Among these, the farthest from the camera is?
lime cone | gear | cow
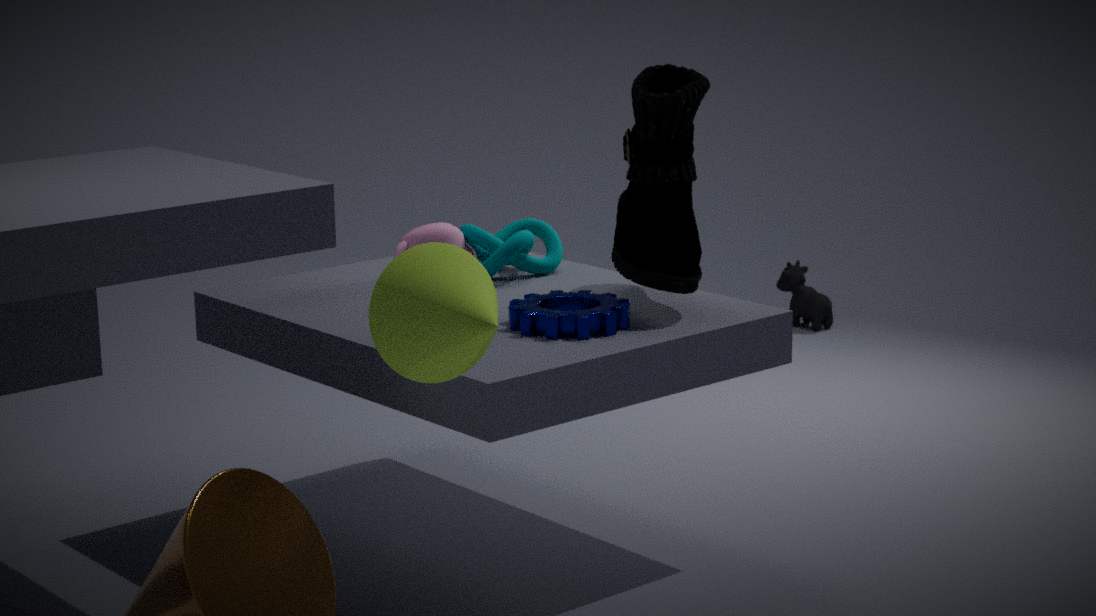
cow
